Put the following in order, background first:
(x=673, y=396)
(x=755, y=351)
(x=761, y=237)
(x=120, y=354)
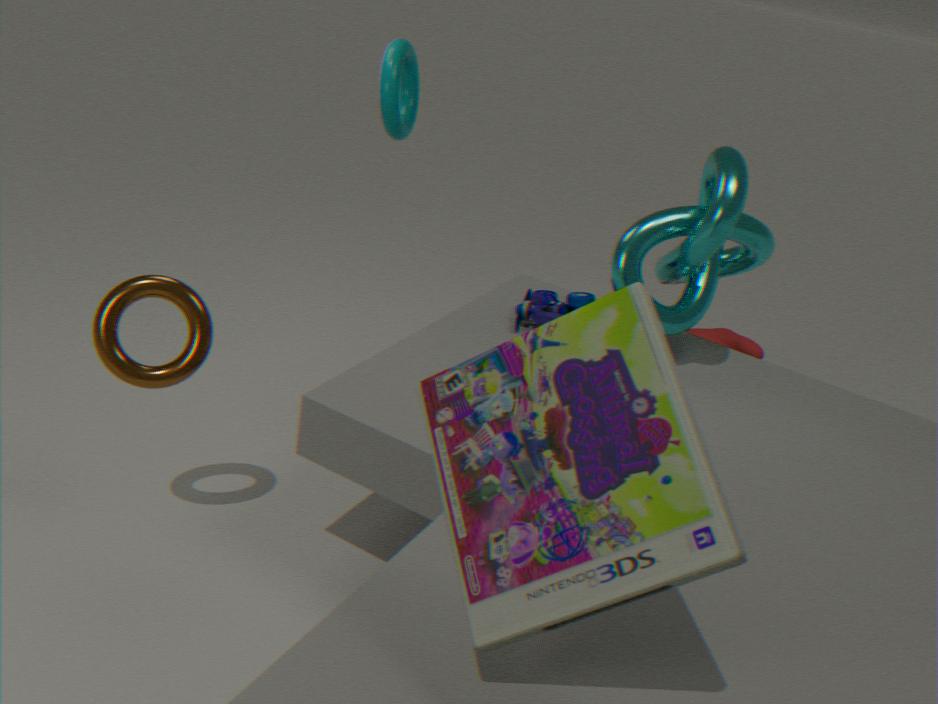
(x=755, y=351), (x=761, y=237), (x=120, y=354), (x=673, y=396)
